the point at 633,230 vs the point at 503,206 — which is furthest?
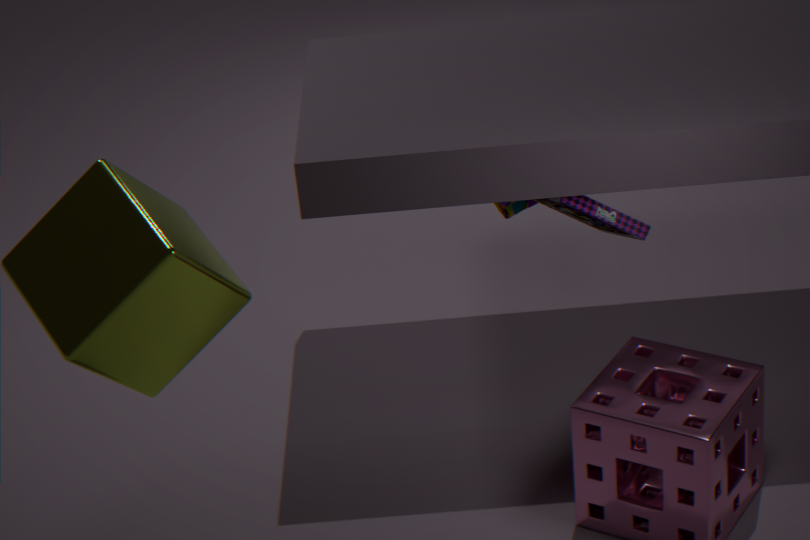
the point at 503,206
